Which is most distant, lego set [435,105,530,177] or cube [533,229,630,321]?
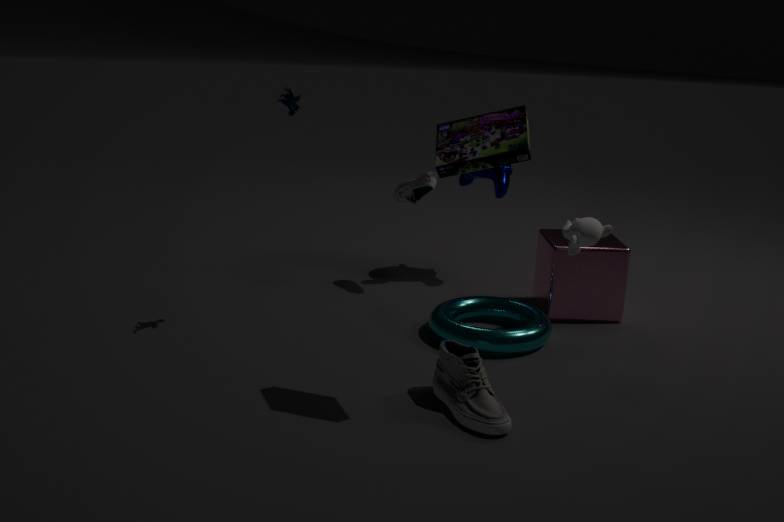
cube [533,229,630,321]
